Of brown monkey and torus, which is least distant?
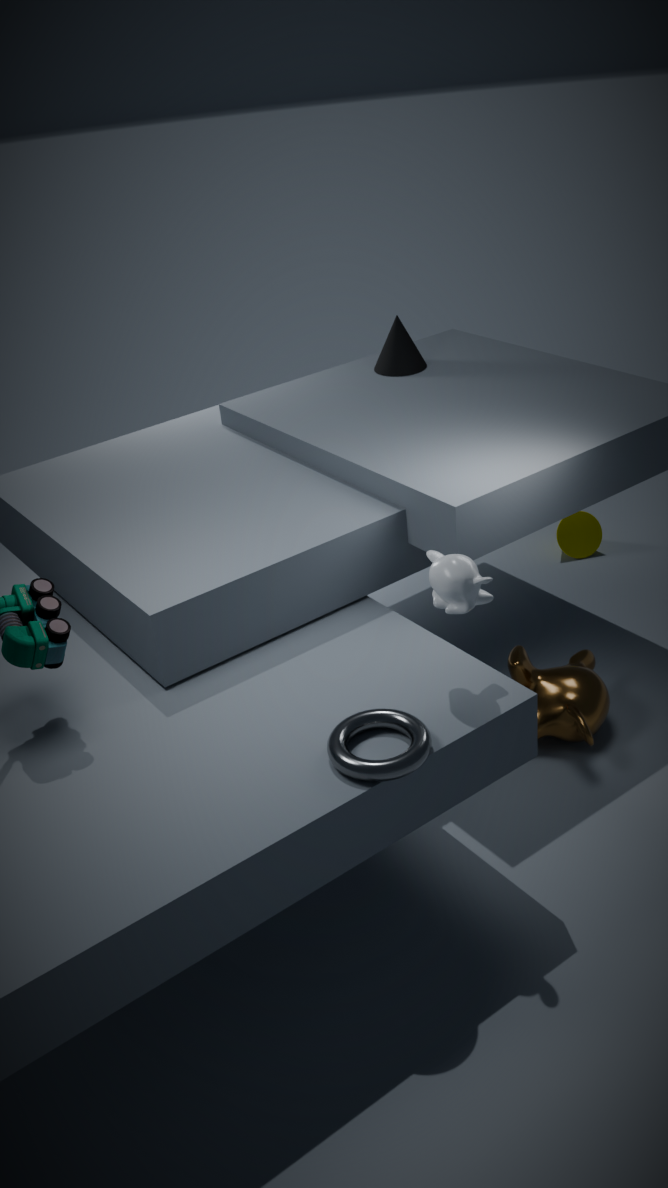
torus
